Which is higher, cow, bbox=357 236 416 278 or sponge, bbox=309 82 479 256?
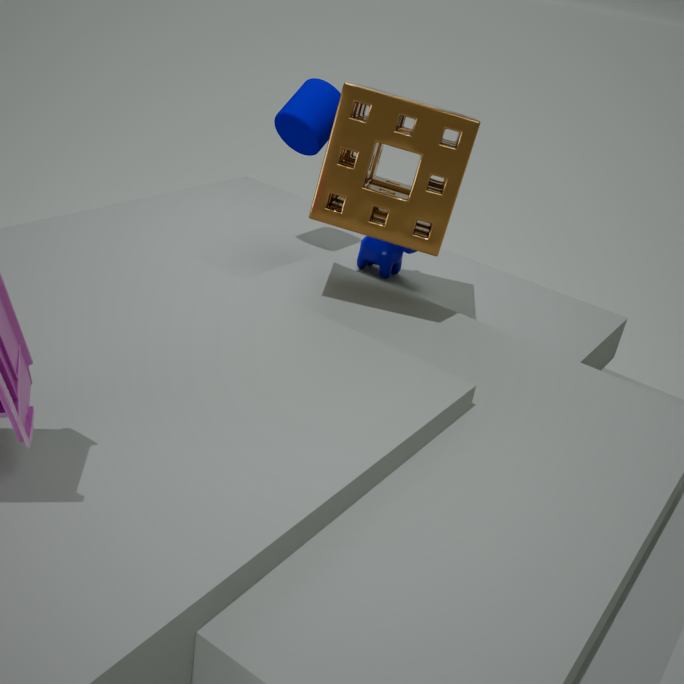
sponge, bbox=309 82 479 256
